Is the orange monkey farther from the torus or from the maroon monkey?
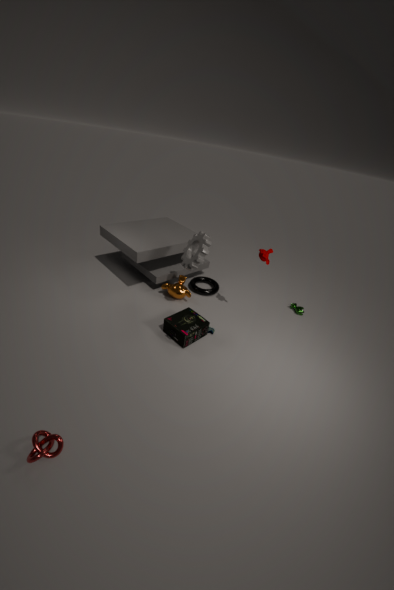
the maroon monkey
